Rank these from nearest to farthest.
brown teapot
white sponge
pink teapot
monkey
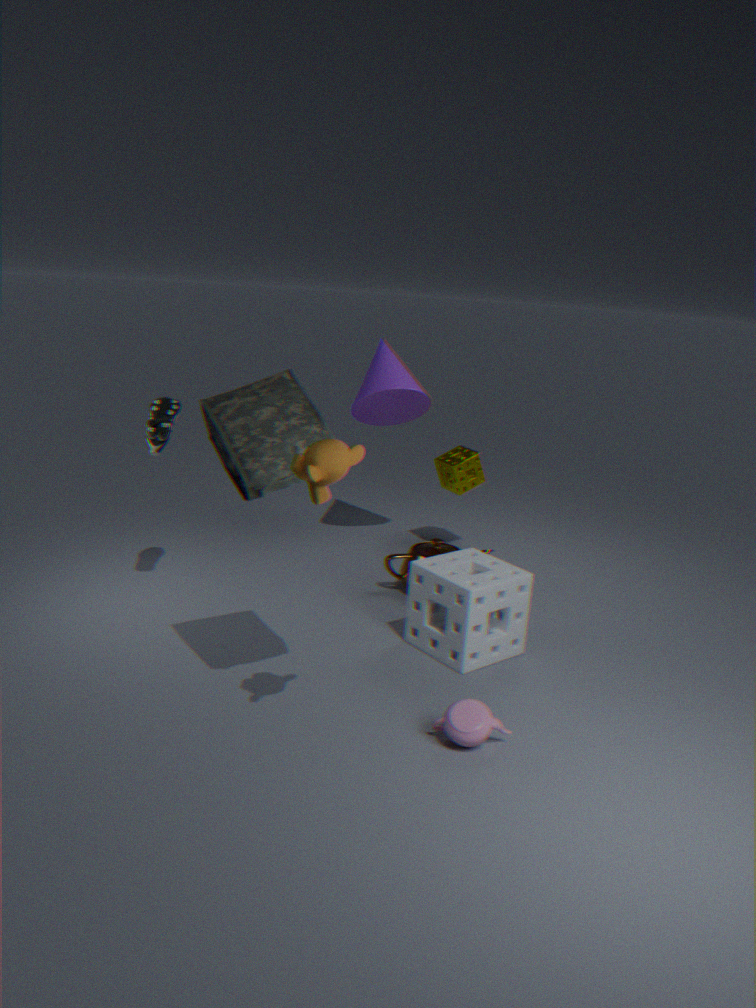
monkey, pink teapot, white sponge, brown teapot
